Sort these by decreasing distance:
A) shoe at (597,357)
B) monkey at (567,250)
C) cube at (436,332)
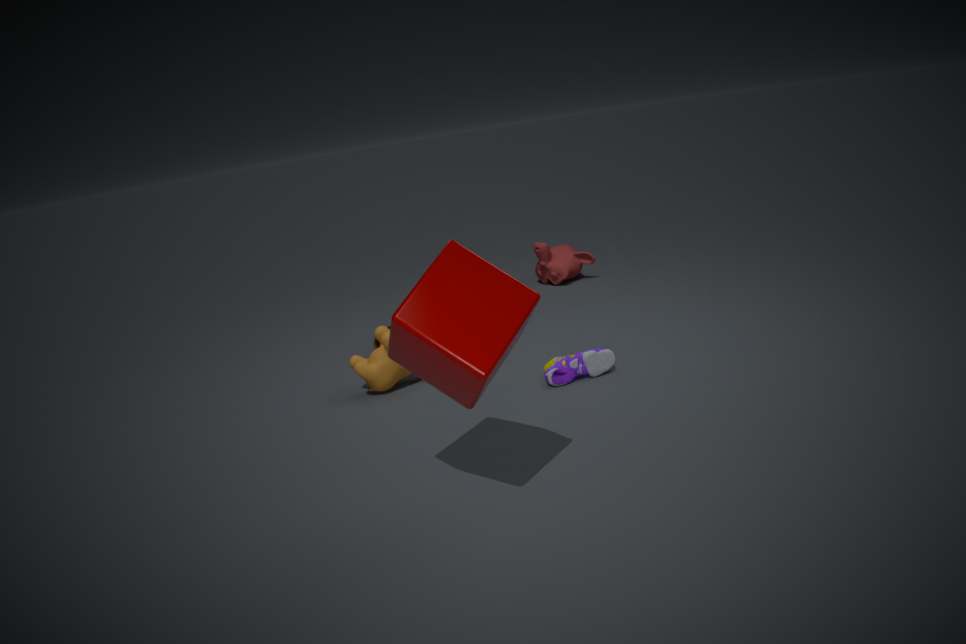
1. monkey at (567,250)
2. shoe at (597,357)
3. cube at (436,332)
